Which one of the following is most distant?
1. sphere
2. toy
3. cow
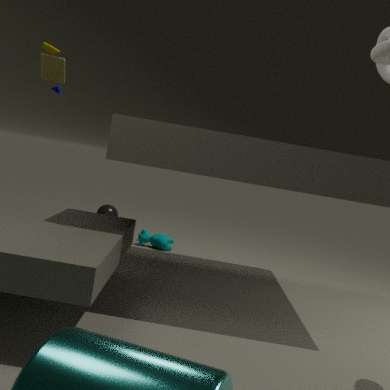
sphere
